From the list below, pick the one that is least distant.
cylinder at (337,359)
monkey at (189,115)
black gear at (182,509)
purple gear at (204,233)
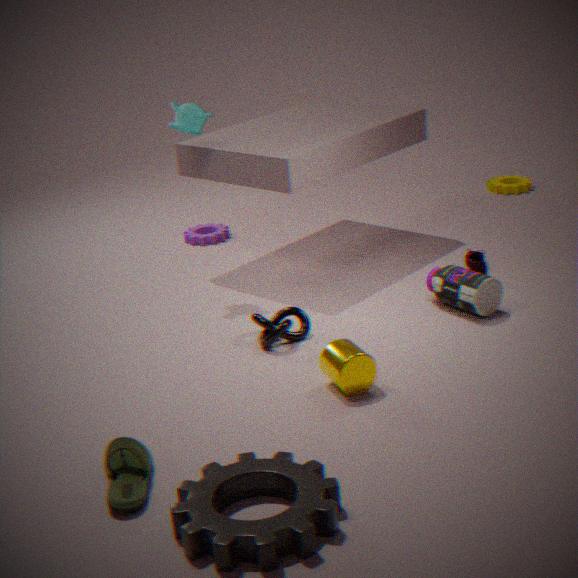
black gear at (182,509)
